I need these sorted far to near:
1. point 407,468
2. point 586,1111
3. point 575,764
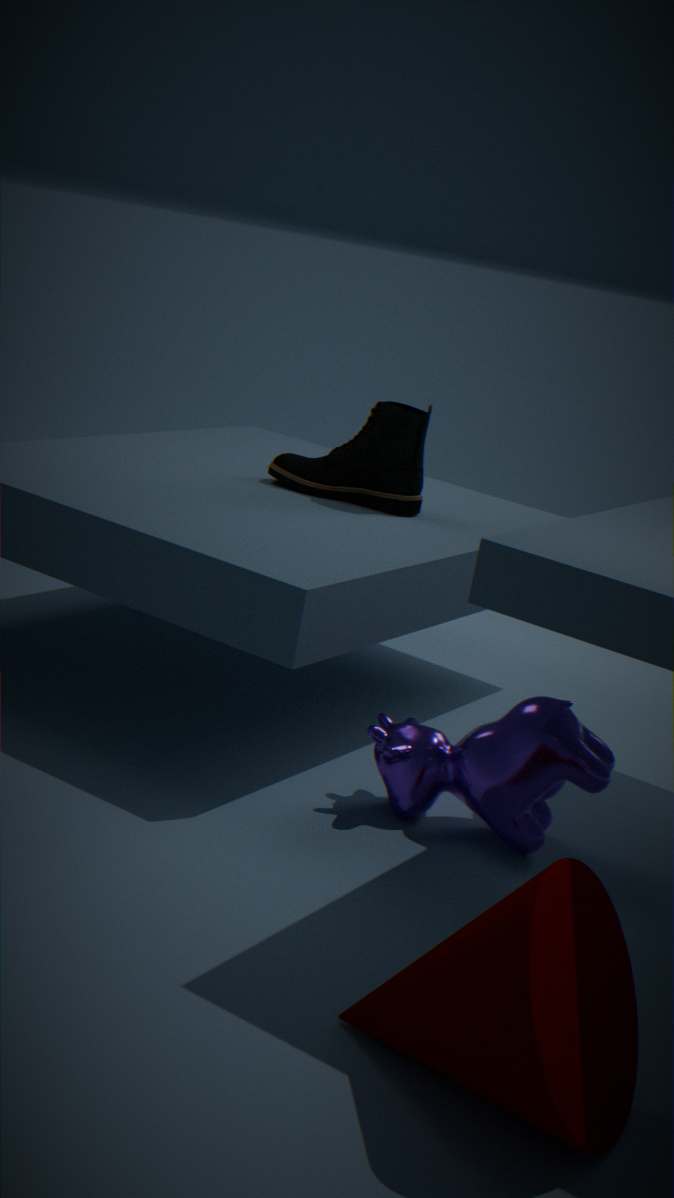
point 407,468 < point 575,764 < point 586,1111
